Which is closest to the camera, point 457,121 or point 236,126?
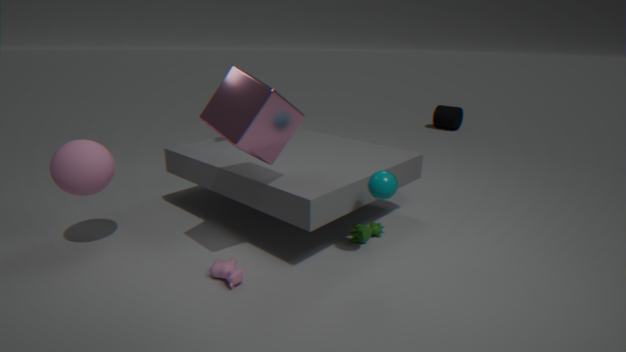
point 236,126
